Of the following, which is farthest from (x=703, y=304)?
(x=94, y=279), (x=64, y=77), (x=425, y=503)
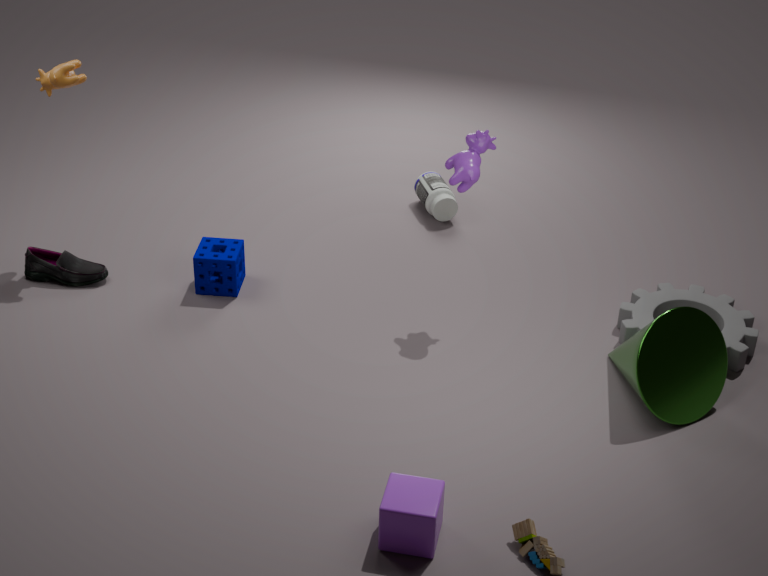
(x=64, y=77)
